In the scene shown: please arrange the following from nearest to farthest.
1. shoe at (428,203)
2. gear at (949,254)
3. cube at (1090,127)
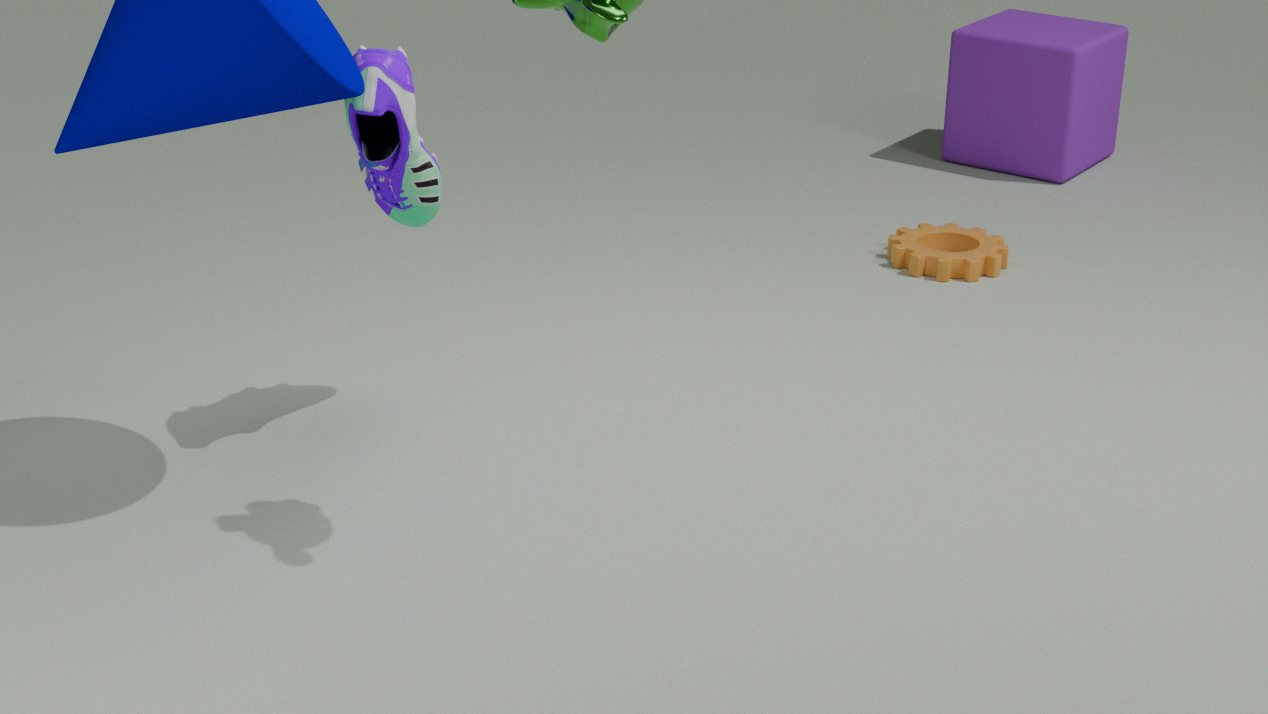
shoe at (428,203) → gear at (949,254) → cube at (1090,127)
